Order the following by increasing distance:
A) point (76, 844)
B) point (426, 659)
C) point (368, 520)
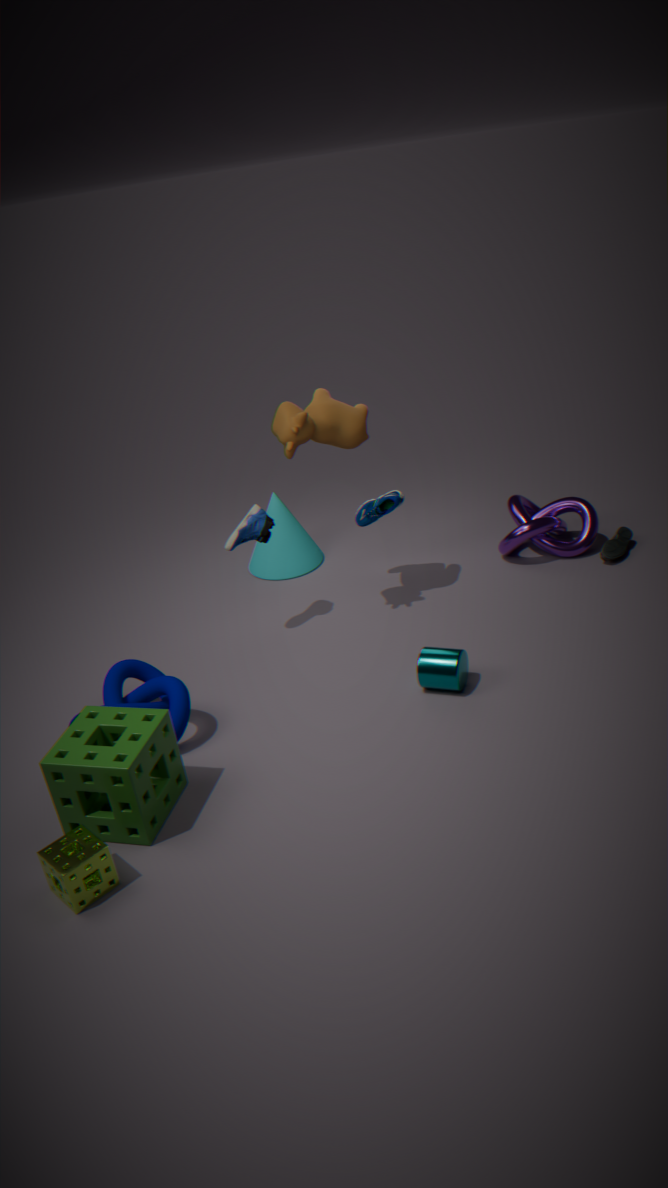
point (76, 844) < point (426, 659) < point (368, 520)
